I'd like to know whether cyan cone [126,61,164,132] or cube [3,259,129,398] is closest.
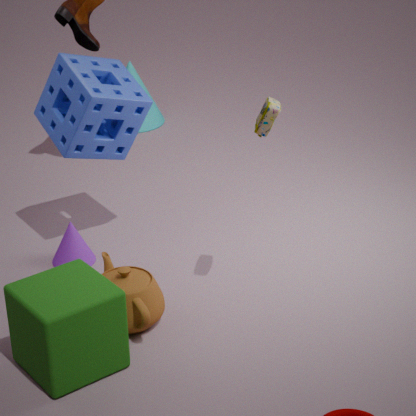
cube [3,259,129,398]
